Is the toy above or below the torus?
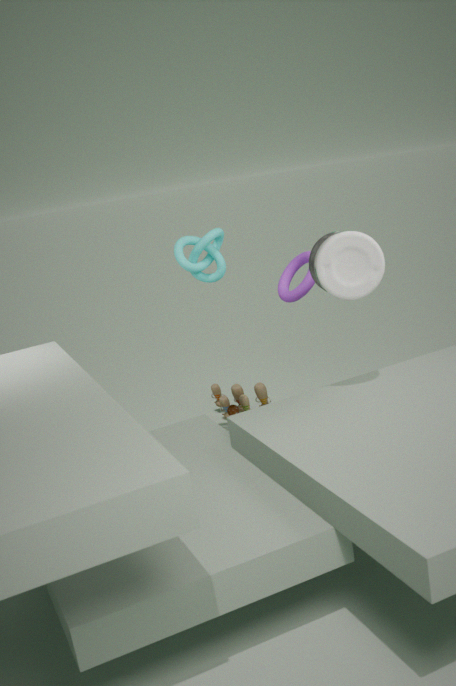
below
